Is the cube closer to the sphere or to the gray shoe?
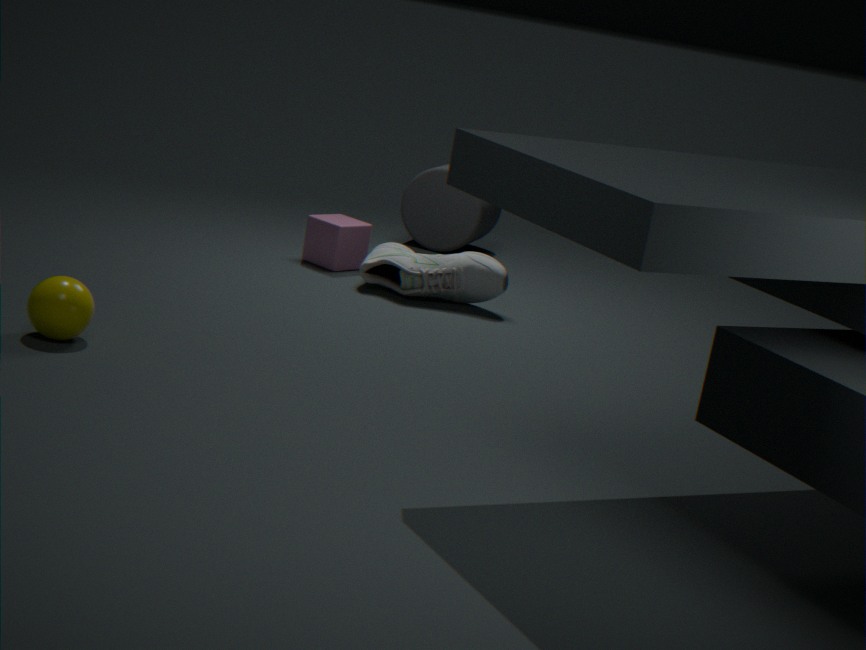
the gray shoe
